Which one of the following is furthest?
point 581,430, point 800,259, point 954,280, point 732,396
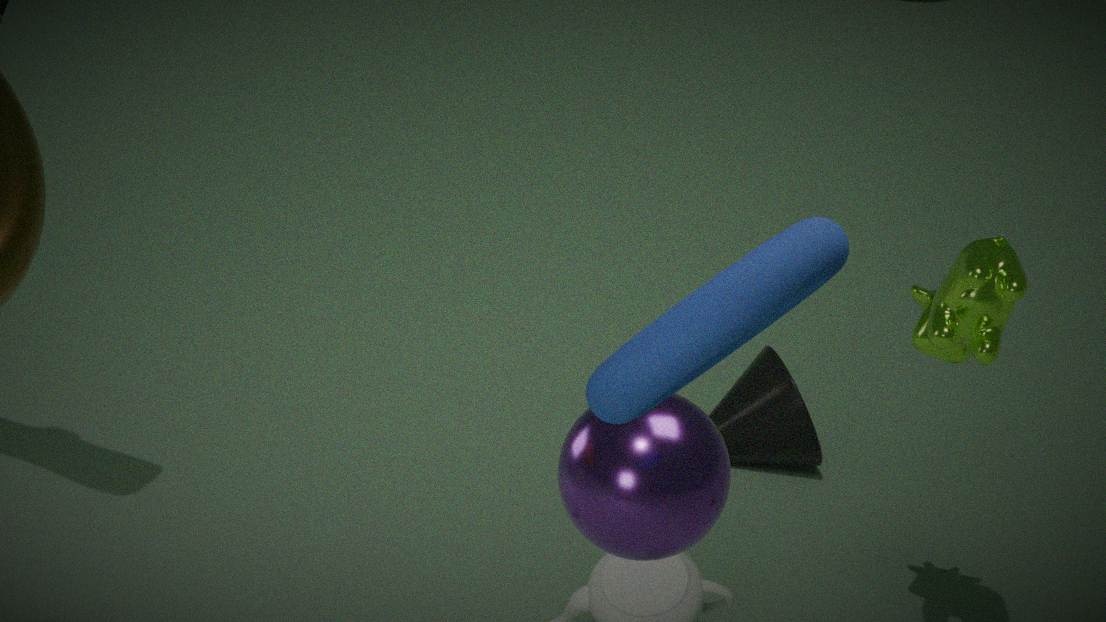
point 732,396
